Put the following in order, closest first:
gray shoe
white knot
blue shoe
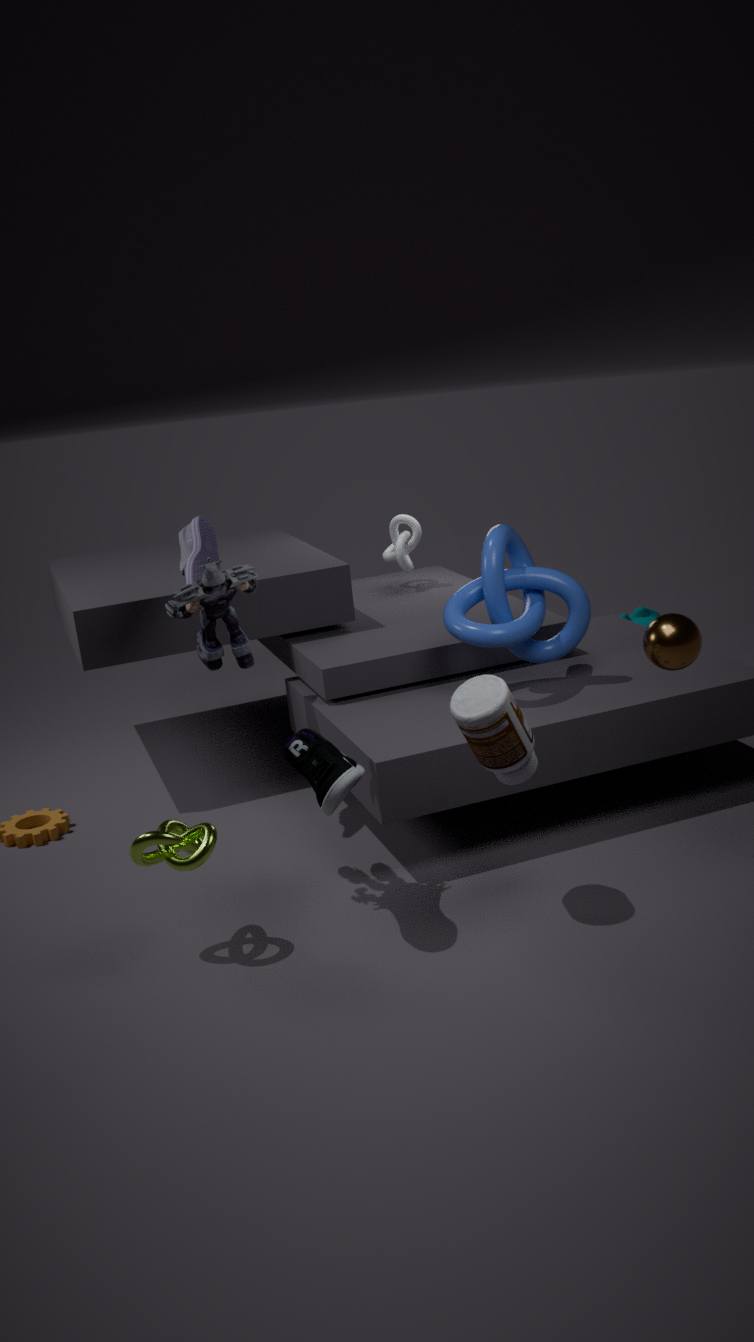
blue shoe < gray shoe < white knot
